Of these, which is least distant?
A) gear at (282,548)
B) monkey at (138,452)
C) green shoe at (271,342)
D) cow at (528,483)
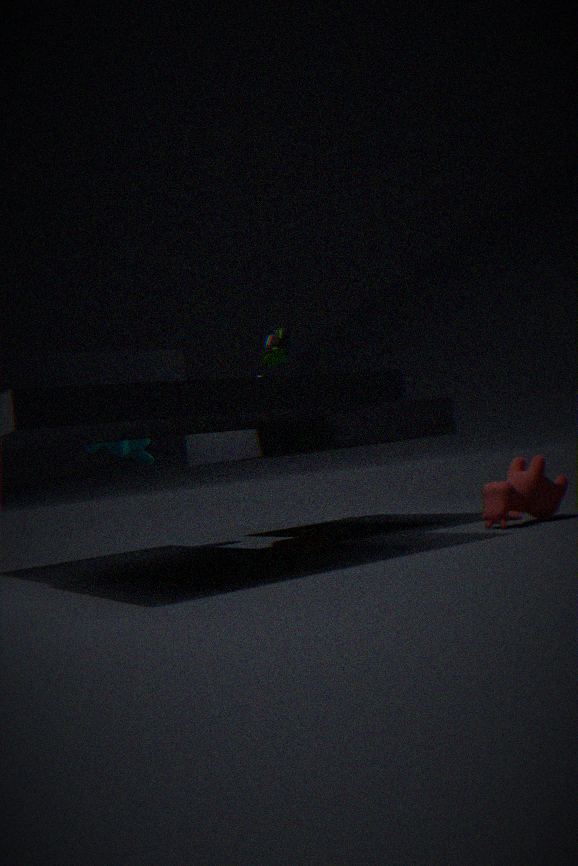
green shoe at (271,342)
